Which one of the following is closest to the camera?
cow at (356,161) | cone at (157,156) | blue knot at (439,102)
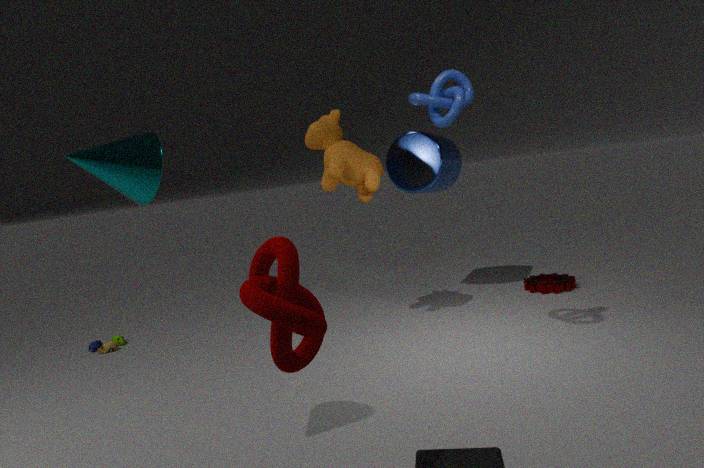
cone at (157,156)
